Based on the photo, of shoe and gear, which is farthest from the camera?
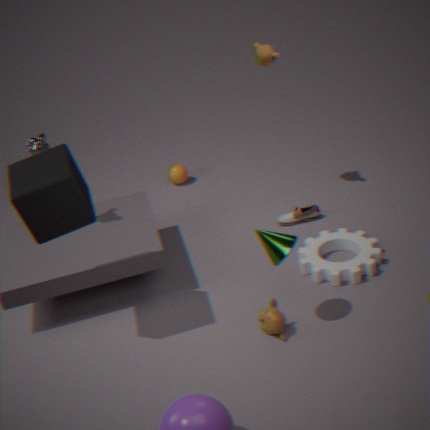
shoe
